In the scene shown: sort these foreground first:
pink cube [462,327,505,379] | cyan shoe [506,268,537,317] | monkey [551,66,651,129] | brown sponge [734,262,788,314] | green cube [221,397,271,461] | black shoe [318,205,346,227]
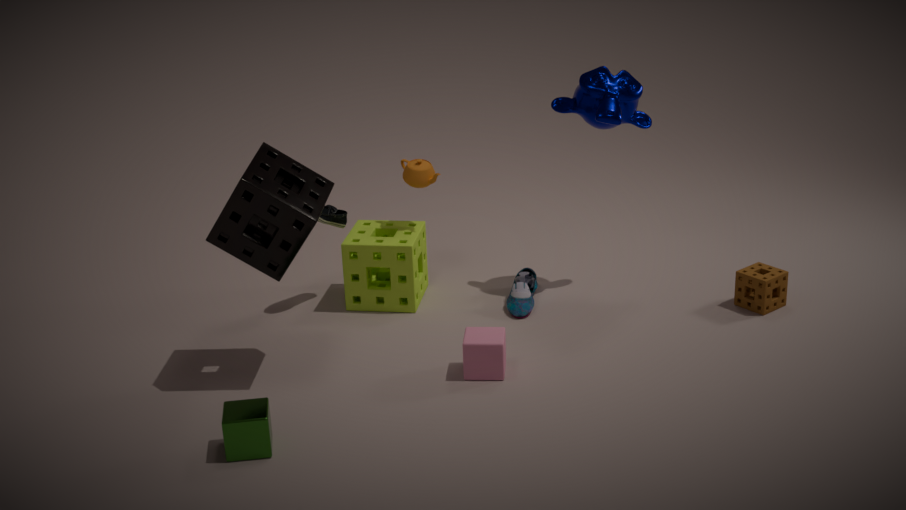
green cube [221,397,271,461]
pink cube [462,327,505,379]
monkey [551,66,651,129]
brown sponge [734,262,788,314]
cyan shoe [506,268,537,317]
black shoe [318,205,346,227]
